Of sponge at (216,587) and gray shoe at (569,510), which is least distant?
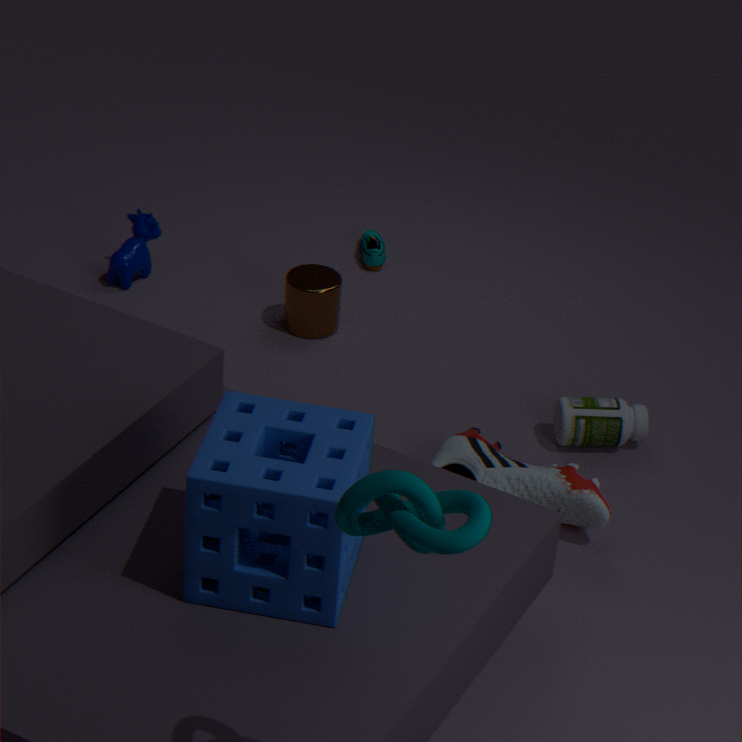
sponge at (216,587)
